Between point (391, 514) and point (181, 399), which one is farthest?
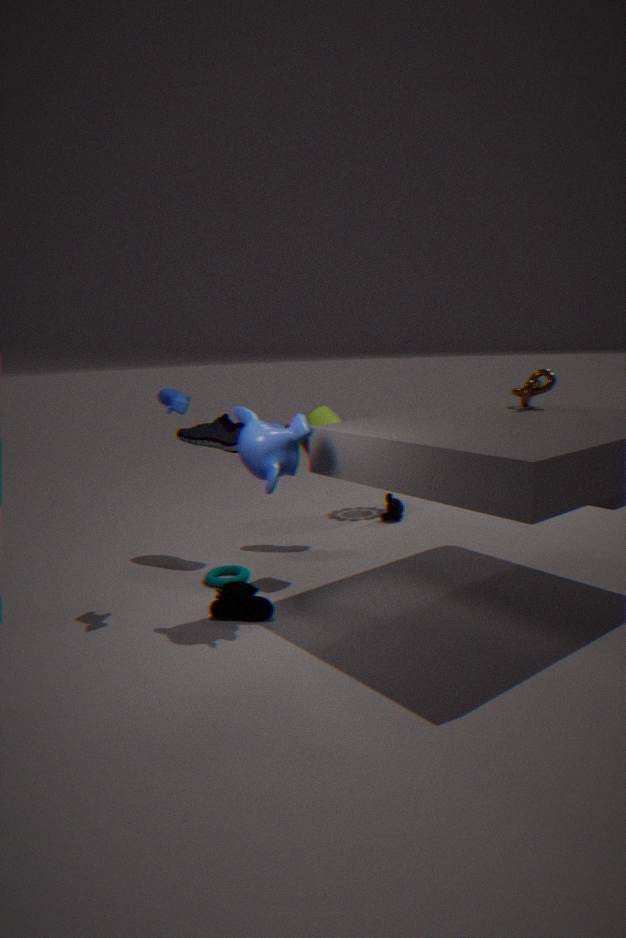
point (391, 514)
